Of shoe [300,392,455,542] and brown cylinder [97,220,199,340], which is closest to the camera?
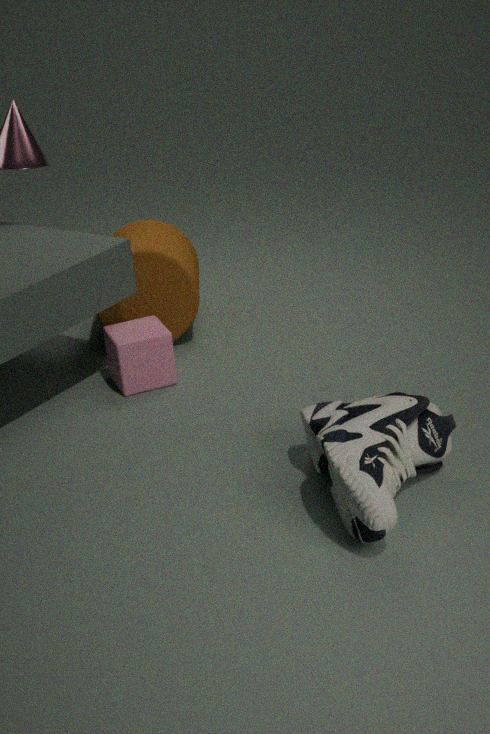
shoe [300,392,455,542]
